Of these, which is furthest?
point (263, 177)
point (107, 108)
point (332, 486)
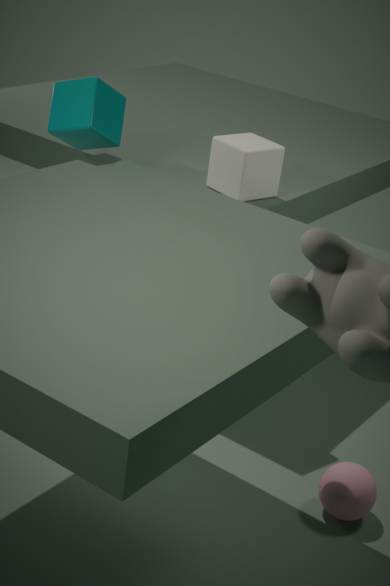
point (263, 177)
